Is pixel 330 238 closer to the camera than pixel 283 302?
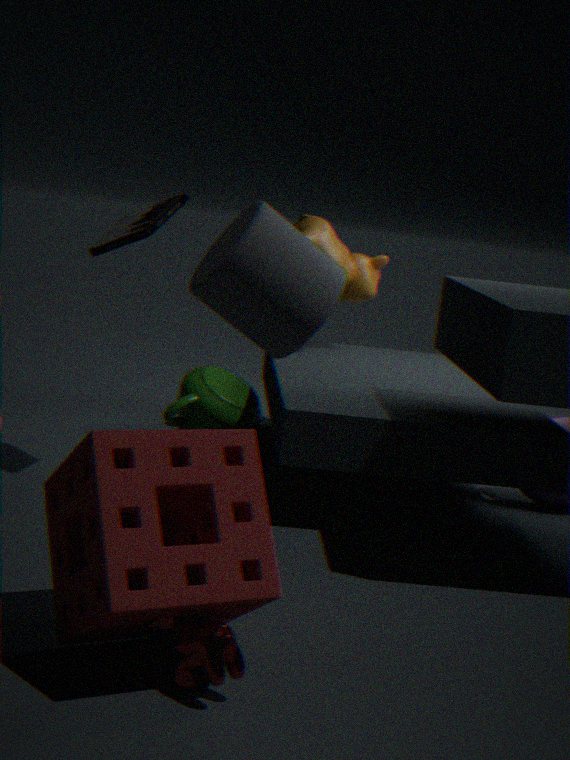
No
